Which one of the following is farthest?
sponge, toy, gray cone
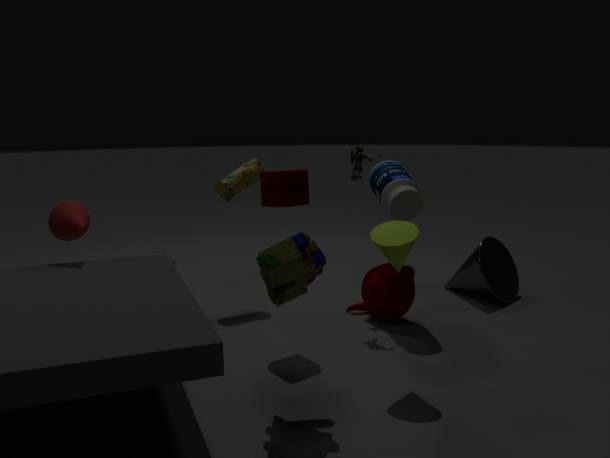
gray cone
